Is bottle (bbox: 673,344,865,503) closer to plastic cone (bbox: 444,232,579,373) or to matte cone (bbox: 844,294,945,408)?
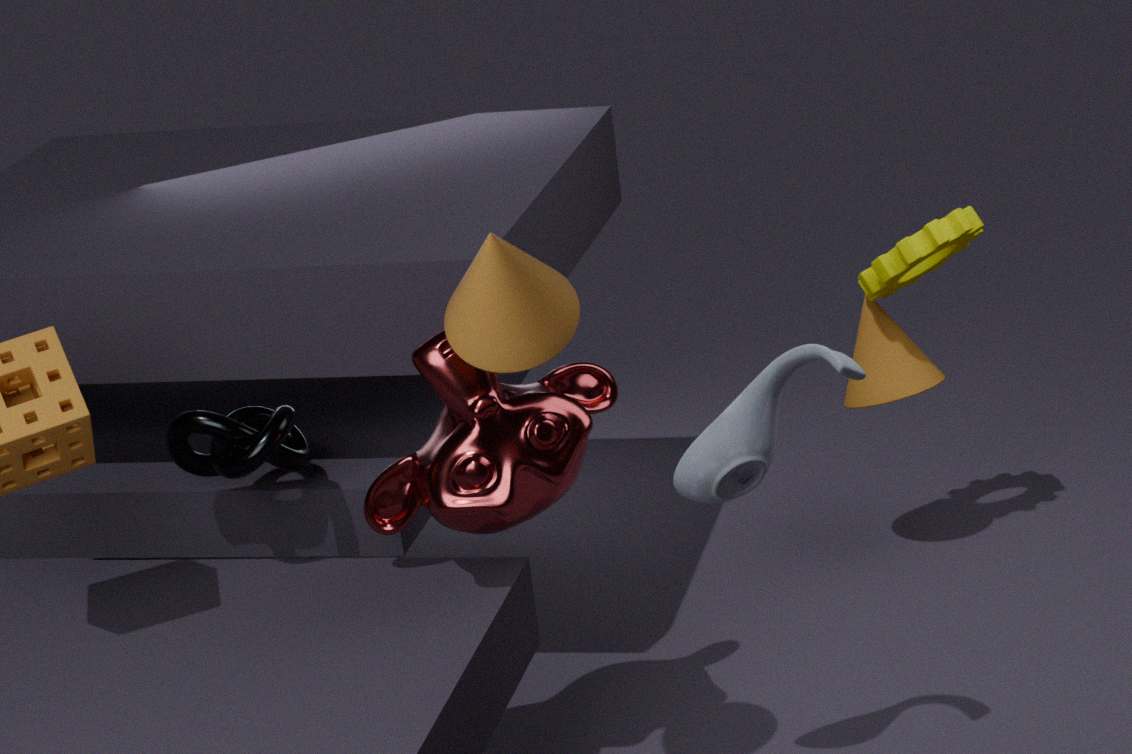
plastic cone (bbox: 444,232,579,373)
